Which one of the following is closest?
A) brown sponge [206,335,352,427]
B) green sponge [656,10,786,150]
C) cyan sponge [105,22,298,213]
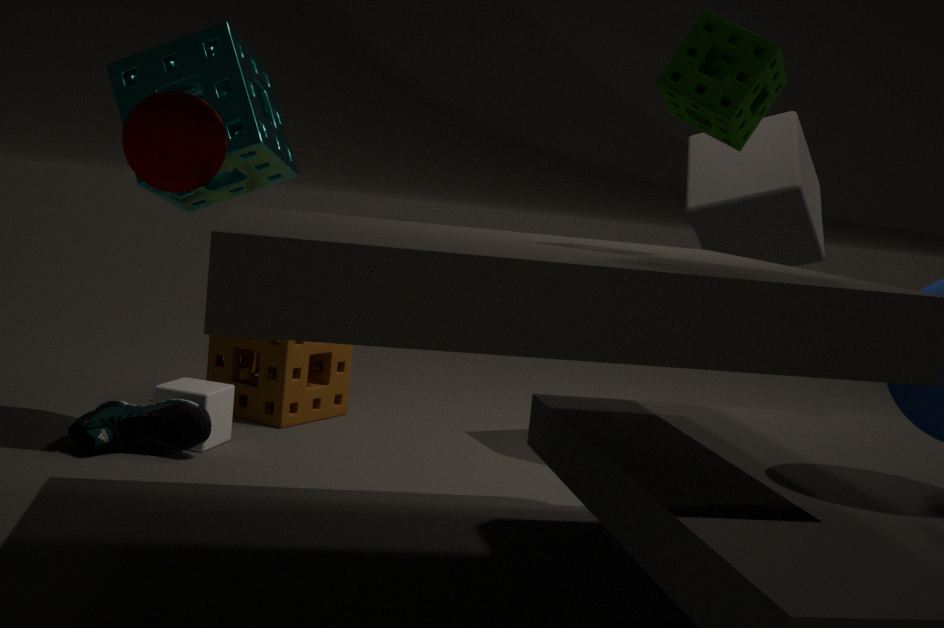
green sponge [656,10,786,150]
